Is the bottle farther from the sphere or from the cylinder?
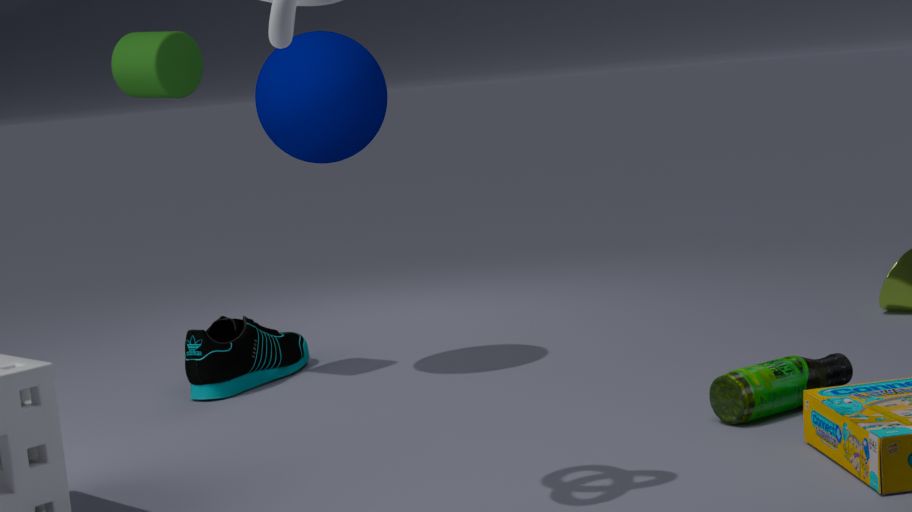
the cylinder
